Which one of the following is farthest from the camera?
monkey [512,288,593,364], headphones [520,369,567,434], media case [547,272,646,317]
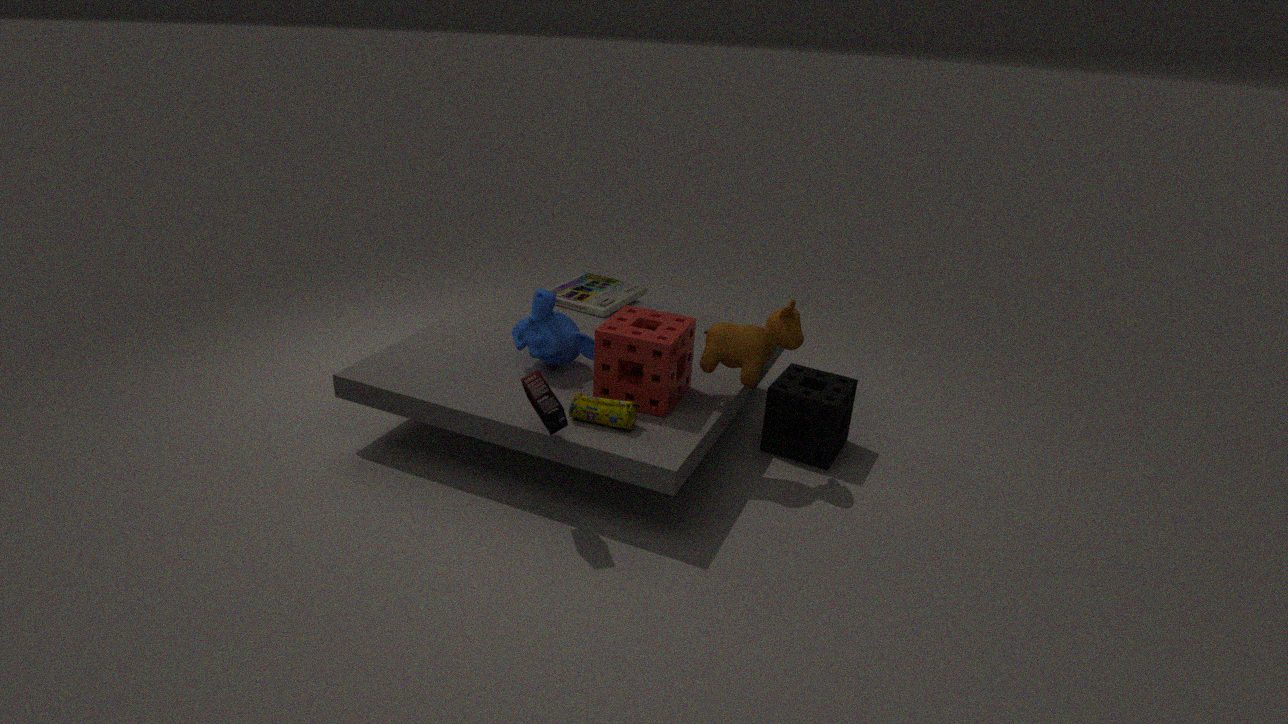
media case [547,272,646,317]
